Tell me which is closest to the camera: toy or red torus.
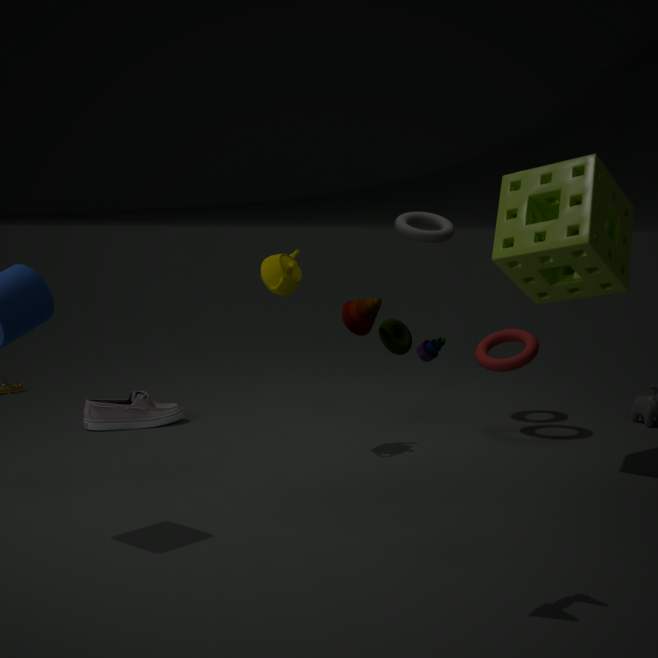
toy
